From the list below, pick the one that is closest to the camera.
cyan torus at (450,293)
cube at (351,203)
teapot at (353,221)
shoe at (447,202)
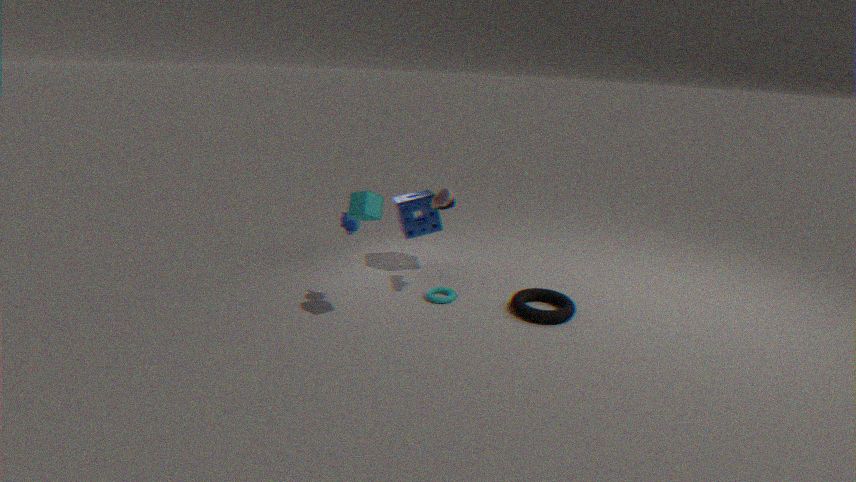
cube at (351,203)
